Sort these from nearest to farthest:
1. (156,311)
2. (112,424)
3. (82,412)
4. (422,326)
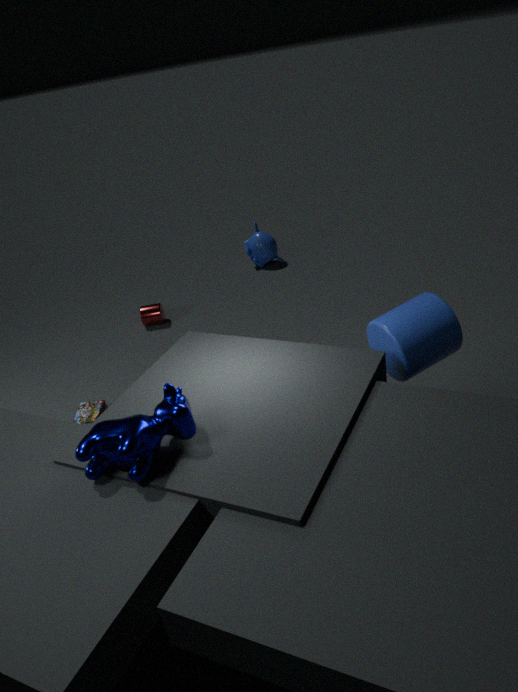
(112,424)
(422,326)
(82,412)
(156,311)
